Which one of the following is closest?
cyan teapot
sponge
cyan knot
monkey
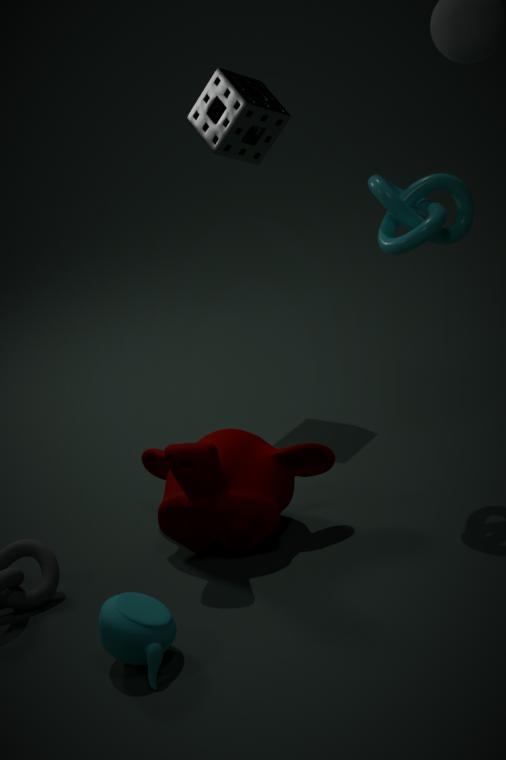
cyan teapot
